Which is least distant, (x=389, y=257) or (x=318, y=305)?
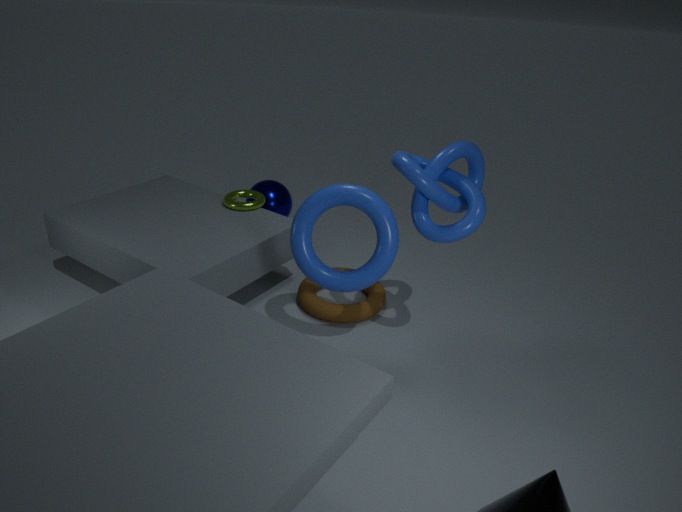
(x=389, y=257)
